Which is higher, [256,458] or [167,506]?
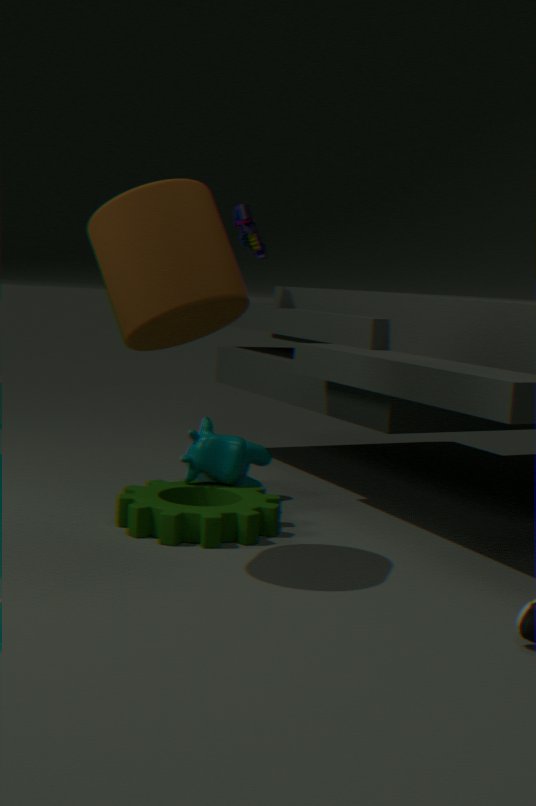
[256,458]
